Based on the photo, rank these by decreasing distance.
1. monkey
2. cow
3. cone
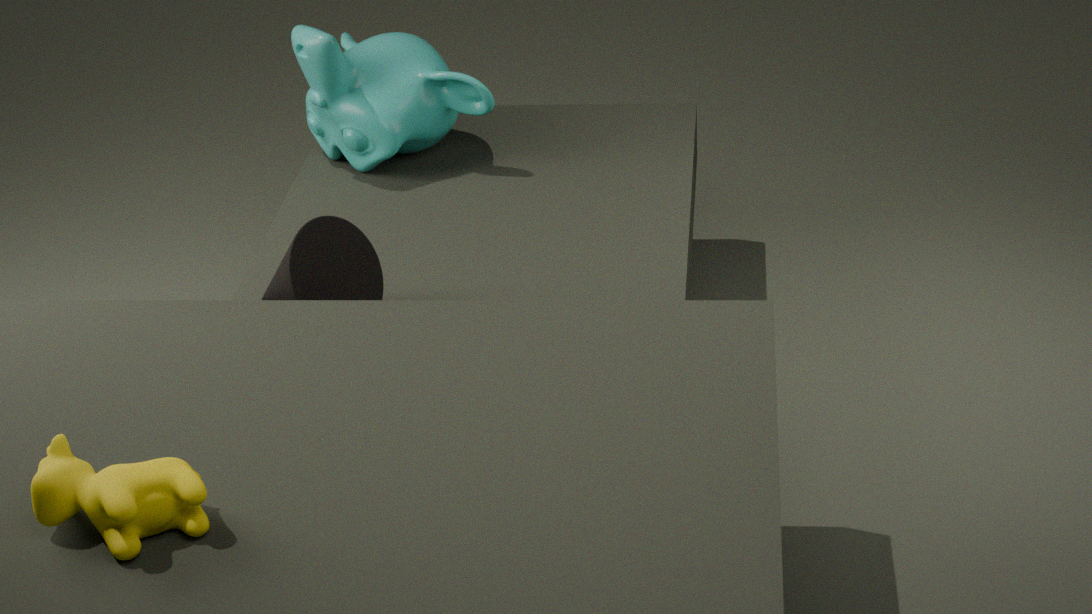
monkey
cone
cow
